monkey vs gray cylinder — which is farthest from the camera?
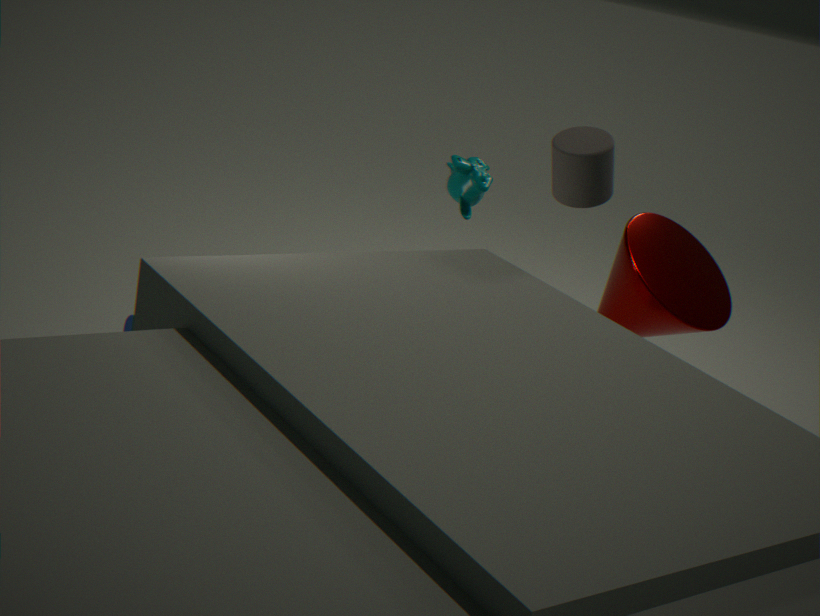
monkey
